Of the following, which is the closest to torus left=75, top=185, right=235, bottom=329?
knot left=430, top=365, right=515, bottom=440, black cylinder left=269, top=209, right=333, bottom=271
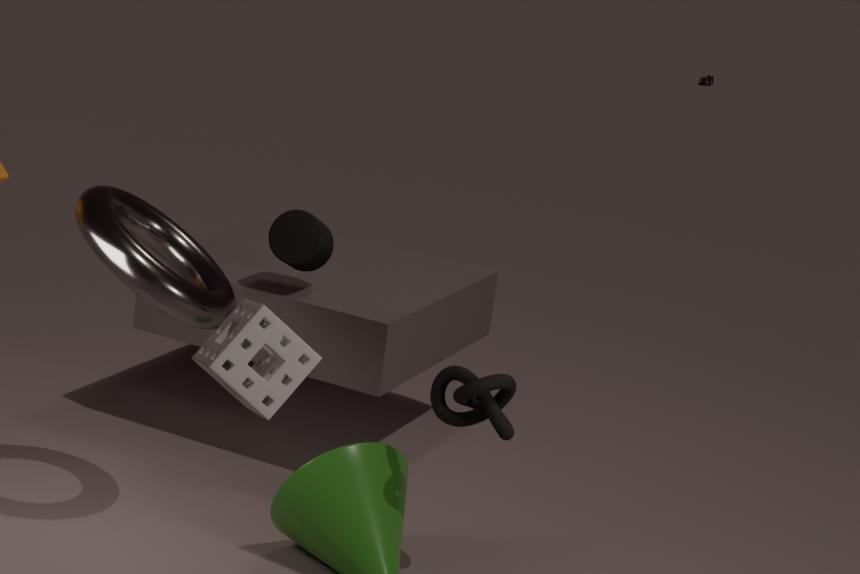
black cylinder left=269, top=209, right=333, bottom=271
